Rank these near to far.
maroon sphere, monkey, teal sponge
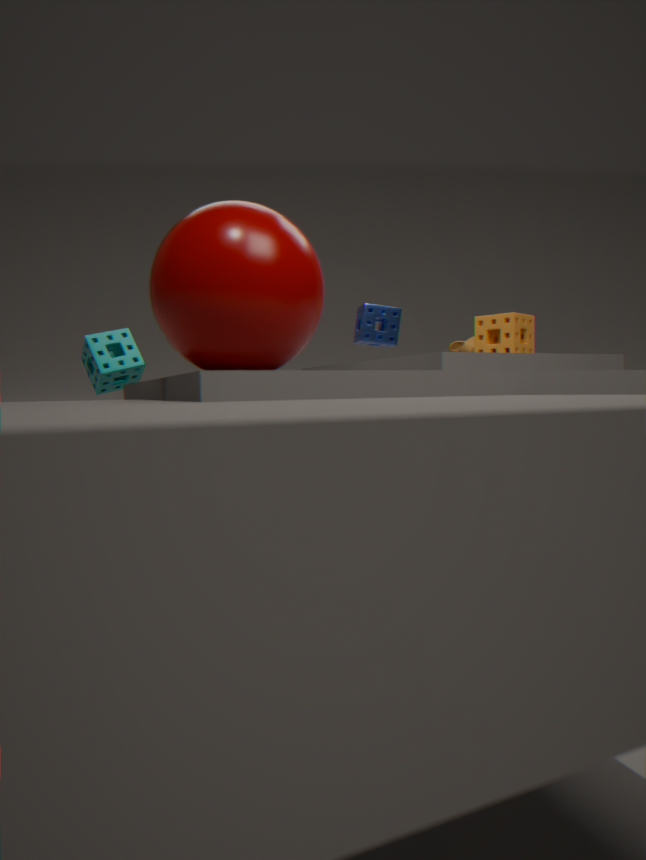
maroon sphere → teal sponge → monkey
